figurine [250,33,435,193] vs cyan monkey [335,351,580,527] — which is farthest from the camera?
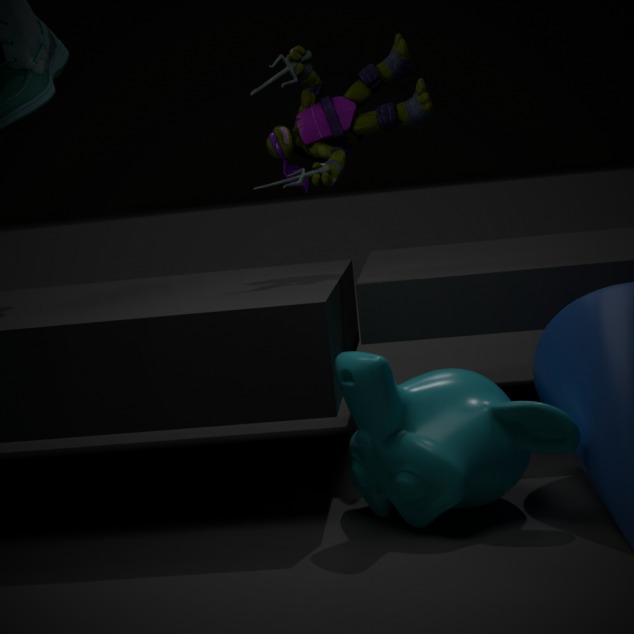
figurine [250,33,435,193]
